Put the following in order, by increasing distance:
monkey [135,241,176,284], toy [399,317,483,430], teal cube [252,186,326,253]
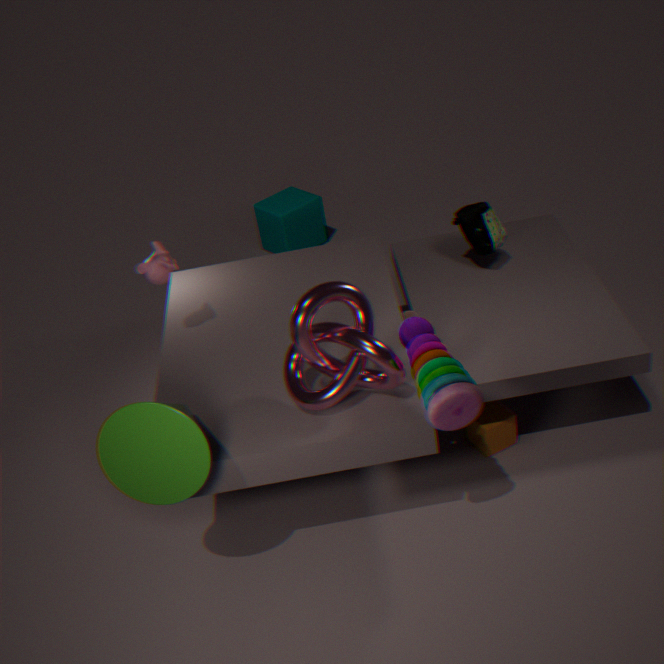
1. toy [399,317,483,430]
2. monkey [135,241,176,284]
3. teal cube [252,186,326,253]
